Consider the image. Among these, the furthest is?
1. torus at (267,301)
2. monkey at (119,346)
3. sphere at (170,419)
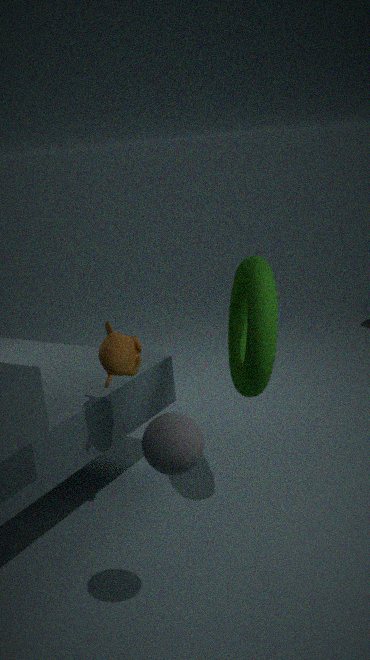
monkey at (119,346)
